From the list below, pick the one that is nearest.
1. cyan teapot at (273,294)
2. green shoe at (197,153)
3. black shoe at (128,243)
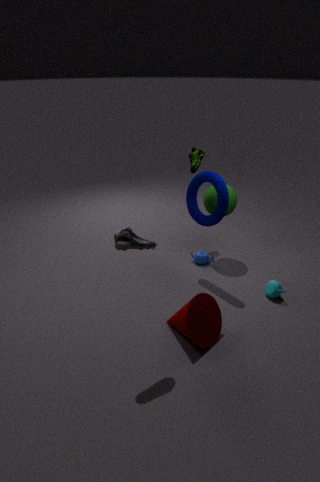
black shoe at (128,243)
